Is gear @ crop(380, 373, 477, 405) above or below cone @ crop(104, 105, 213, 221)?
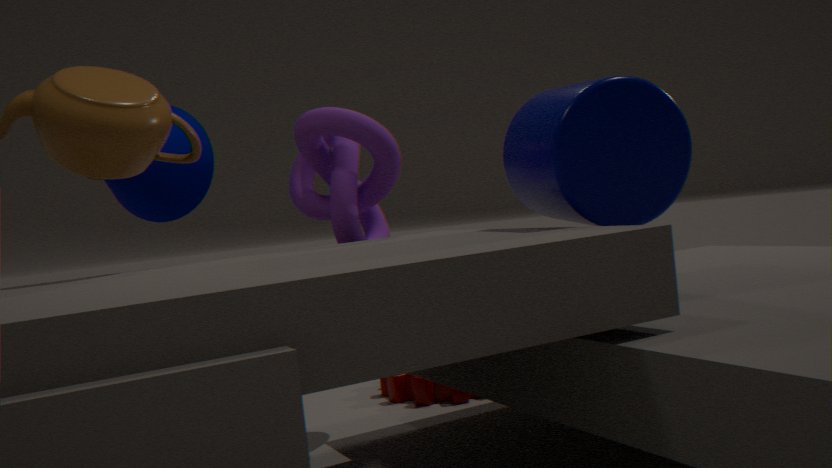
below
